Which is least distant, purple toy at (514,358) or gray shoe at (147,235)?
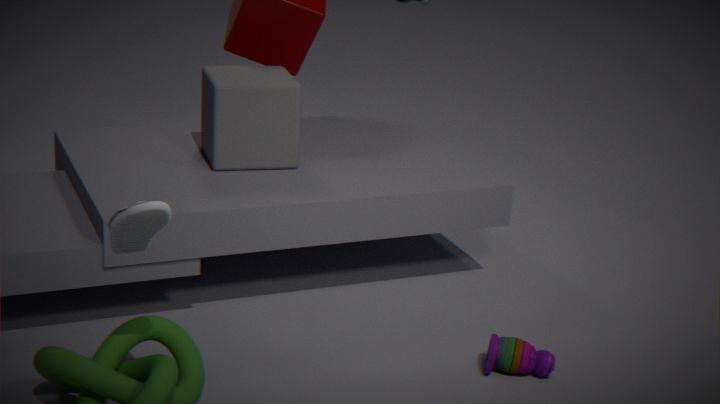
gray shoe at (147,235)
